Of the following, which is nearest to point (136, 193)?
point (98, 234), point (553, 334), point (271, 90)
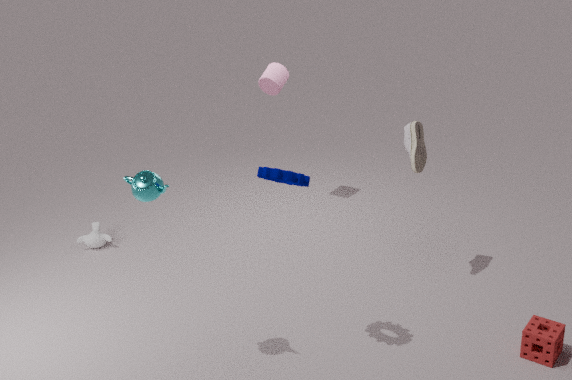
point (98, 234)
